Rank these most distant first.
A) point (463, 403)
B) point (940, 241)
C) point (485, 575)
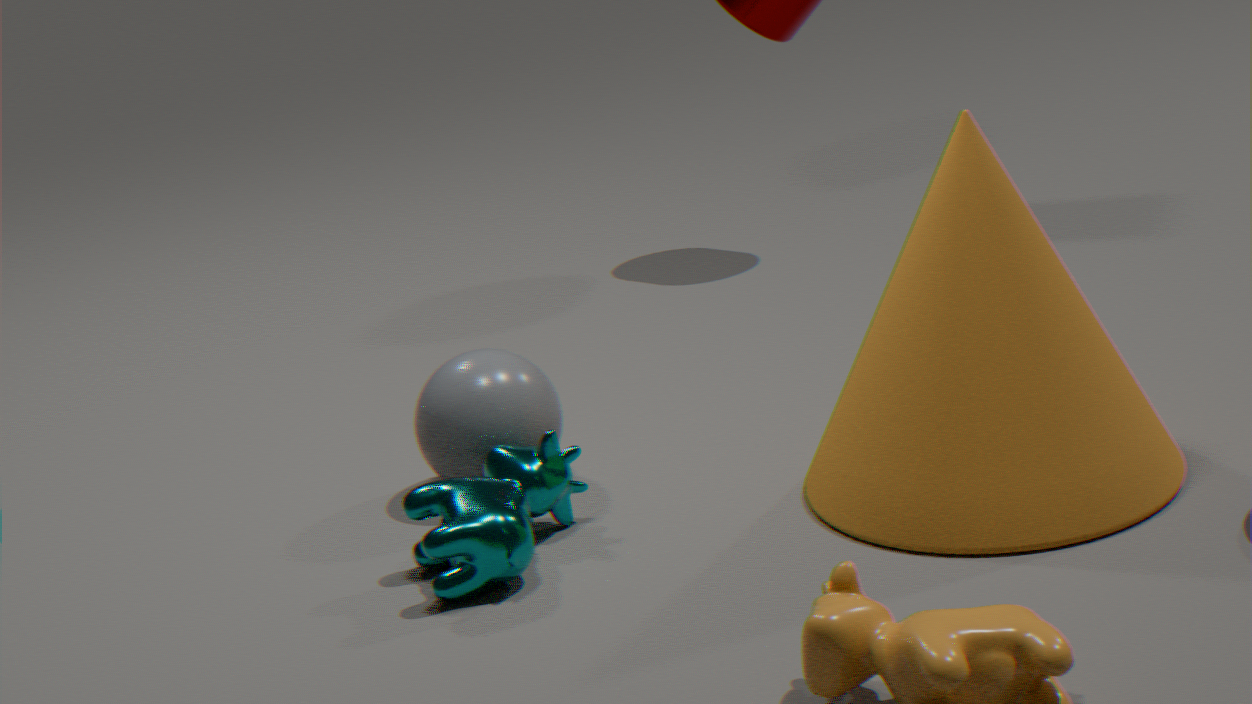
point (463, 403) → point (940, 241) → point (485, 575)
